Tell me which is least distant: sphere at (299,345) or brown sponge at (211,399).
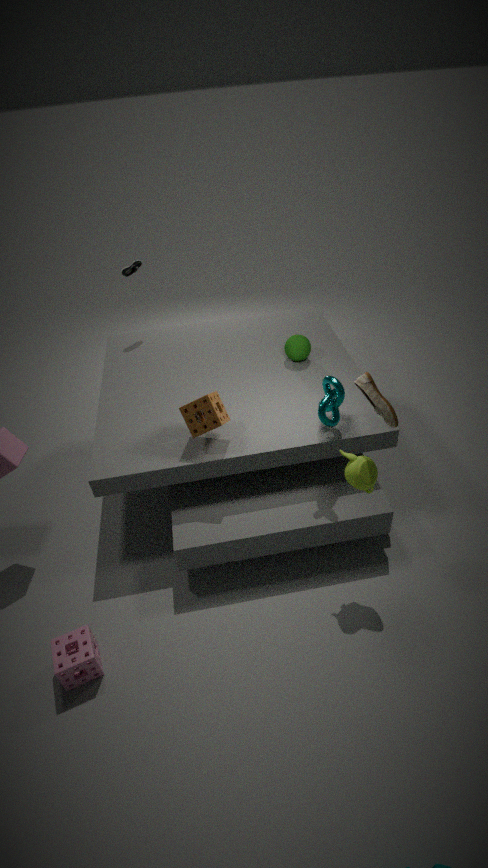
brown sponge at (211,399)
